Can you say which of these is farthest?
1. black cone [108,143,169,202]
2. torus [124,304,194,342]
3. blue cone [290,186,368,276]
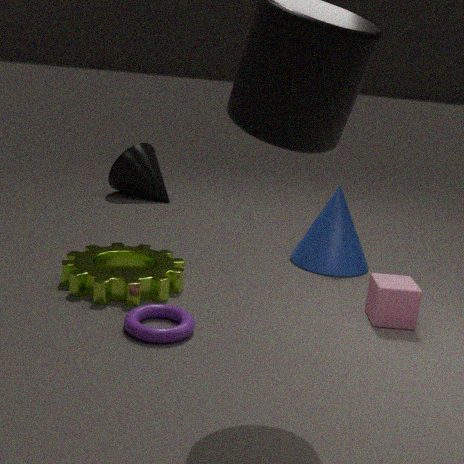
black cone [108,143,169,202]
